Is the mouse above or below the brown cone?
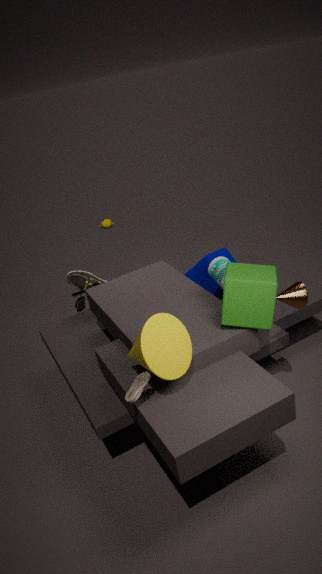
below
